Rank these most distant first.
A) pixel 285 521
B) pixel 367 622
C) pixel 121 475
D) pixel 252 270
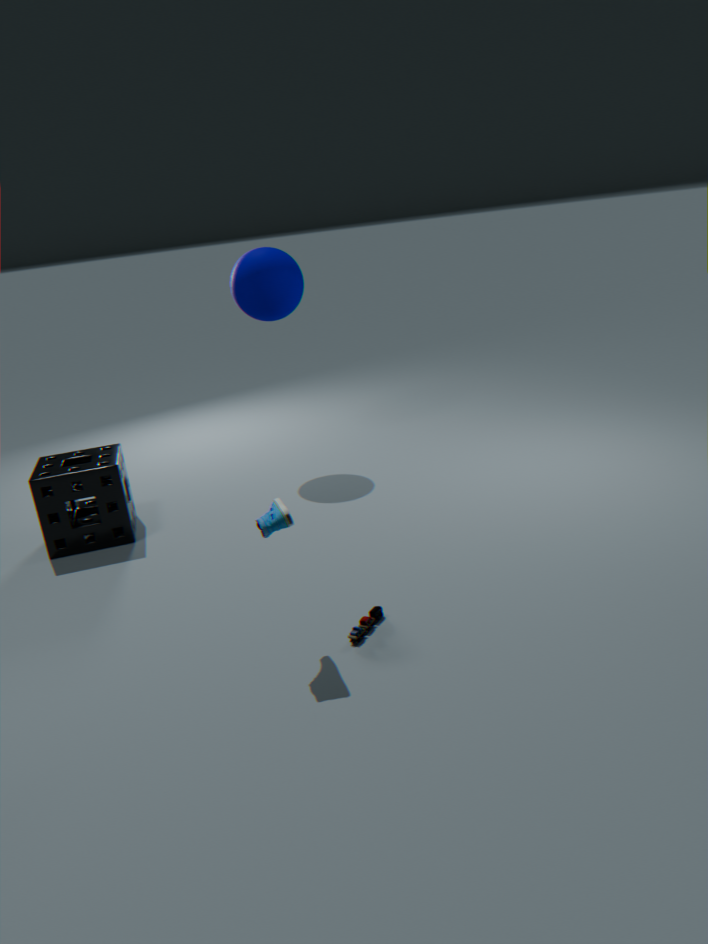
pixel 252 270 < pixel 121 475 < pixel 367 622 < pixel 285 521
